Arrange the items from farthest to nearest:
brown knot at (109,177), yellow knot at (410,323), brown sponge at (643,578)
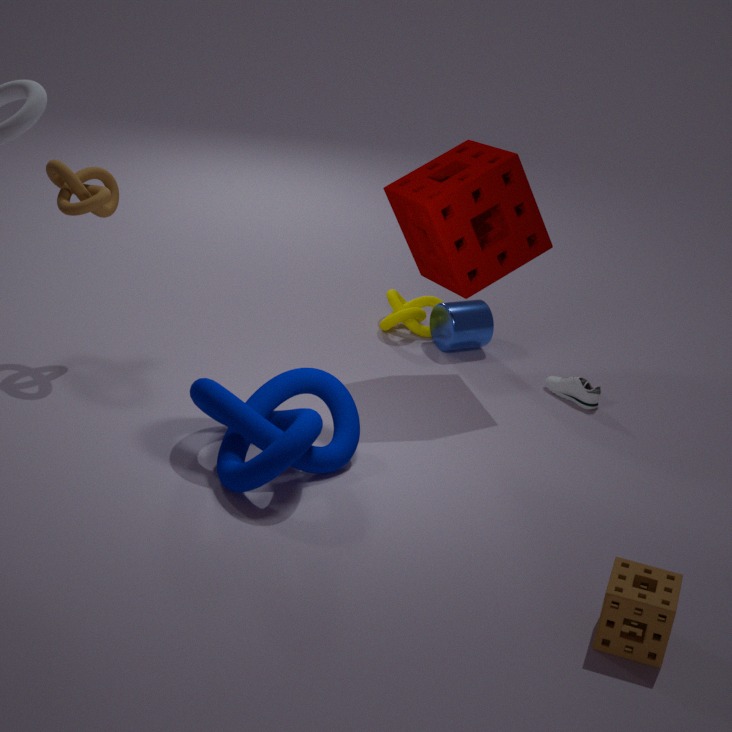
yellow knot at (410,323) → brown knot at (109,177) → brown sponge at (643,578)
